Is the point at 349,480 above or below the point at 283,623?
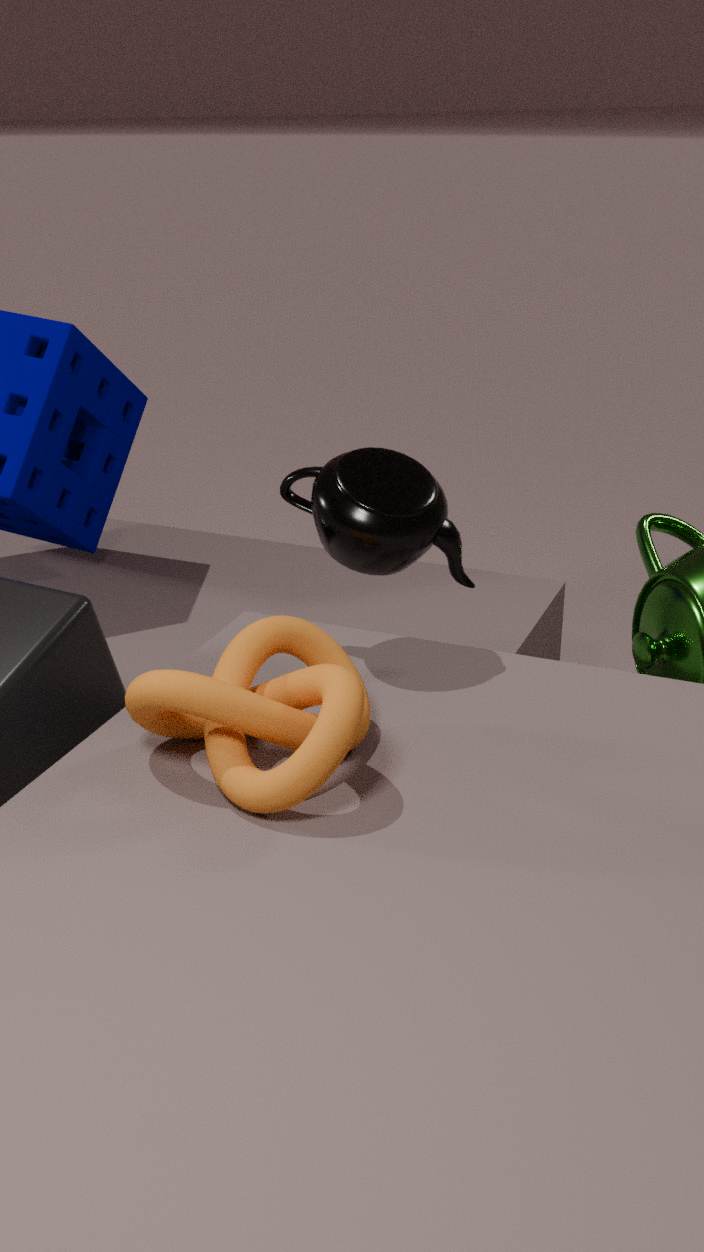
above
